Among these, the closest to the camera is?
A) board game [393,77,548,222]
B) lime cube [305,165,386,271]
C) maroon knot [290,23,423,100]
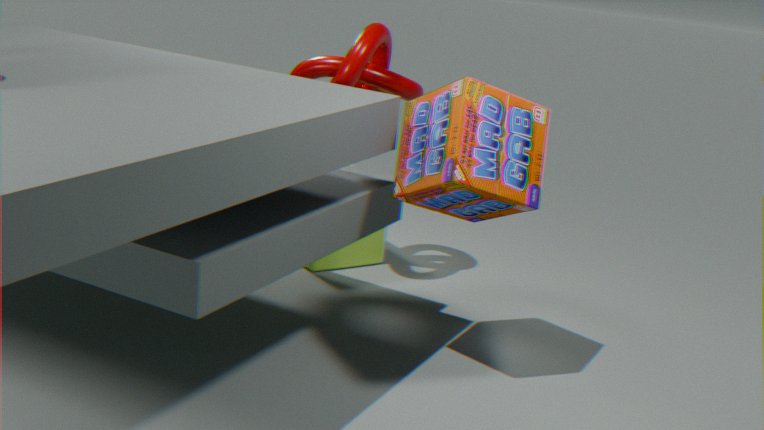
board game [393,77,548,222]
